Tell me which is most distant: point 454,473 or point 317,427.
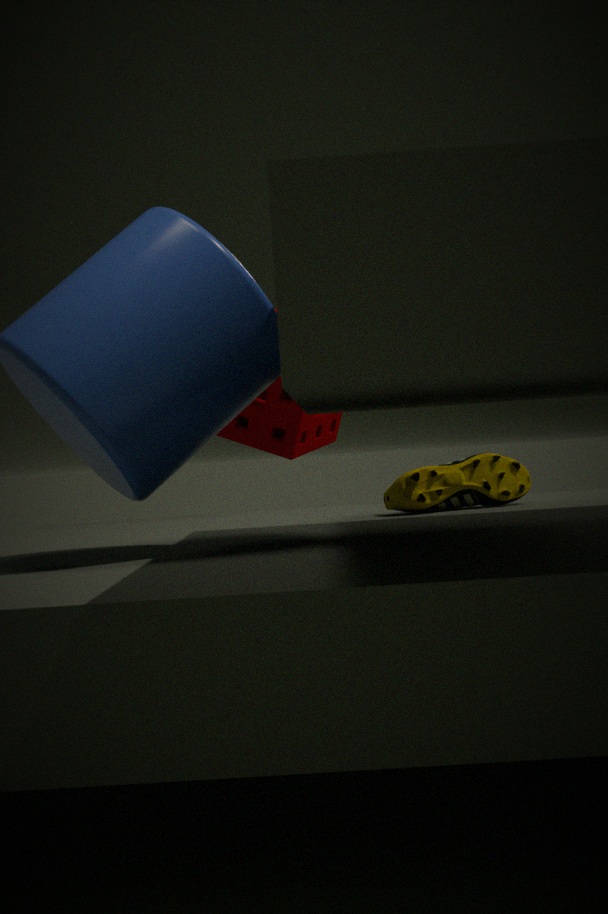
point 317,427
